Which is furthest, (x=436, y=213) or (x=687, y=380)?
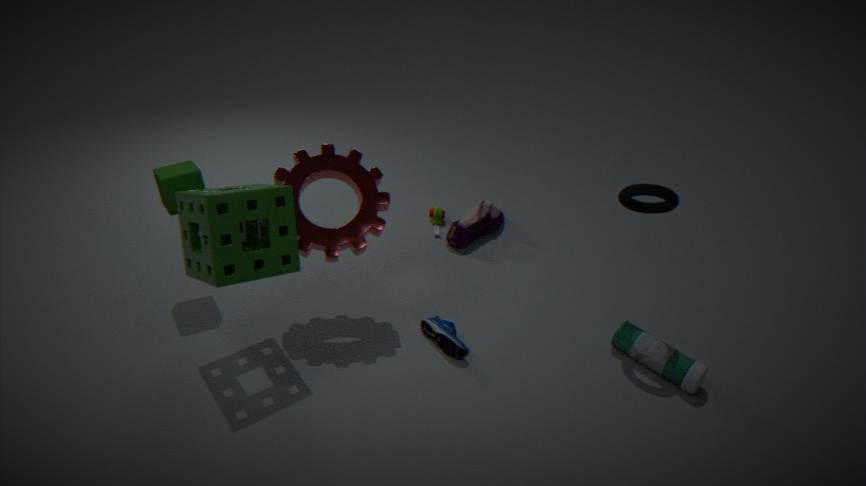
(x=436, y=213)
